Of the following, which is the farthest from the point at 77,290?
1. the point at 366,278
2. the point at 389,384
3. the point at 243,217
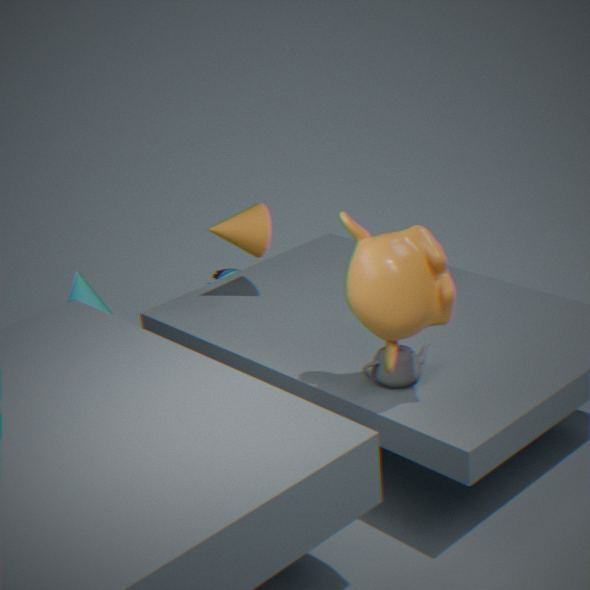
the point at 366,278
